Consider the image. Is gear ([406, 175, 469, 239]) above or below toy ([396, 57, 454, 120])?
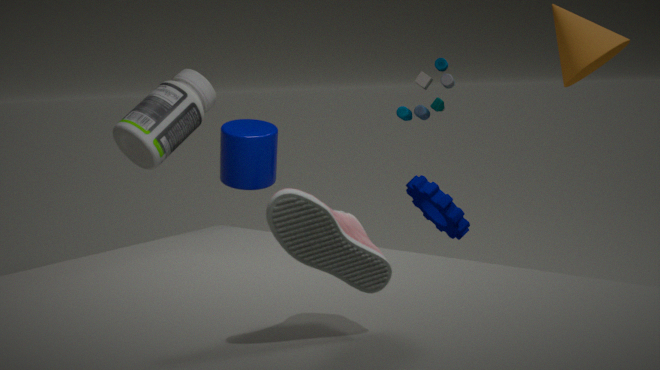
below
